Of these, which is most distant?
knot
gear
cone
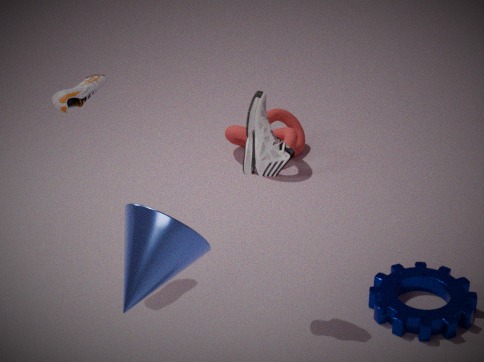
knot
